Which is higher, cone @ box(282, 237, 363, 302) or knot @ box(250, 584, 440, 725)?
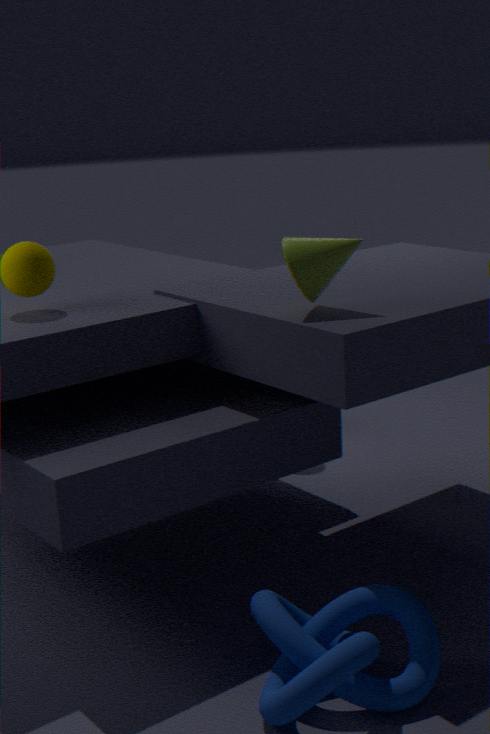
cone @ box(282, 237, 363, 302)
